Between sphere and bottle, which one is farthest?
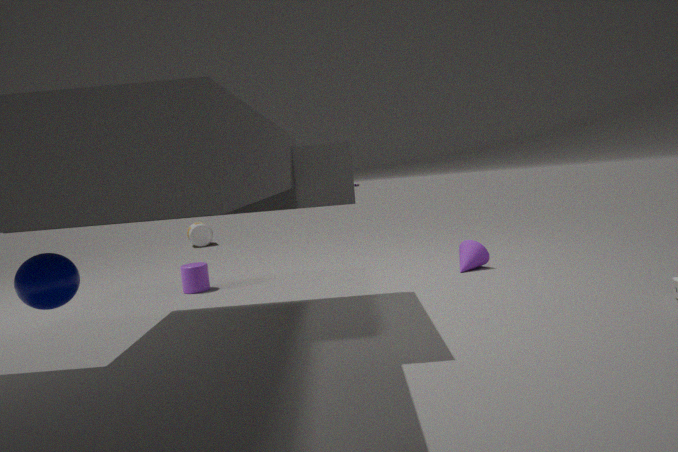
bottle
